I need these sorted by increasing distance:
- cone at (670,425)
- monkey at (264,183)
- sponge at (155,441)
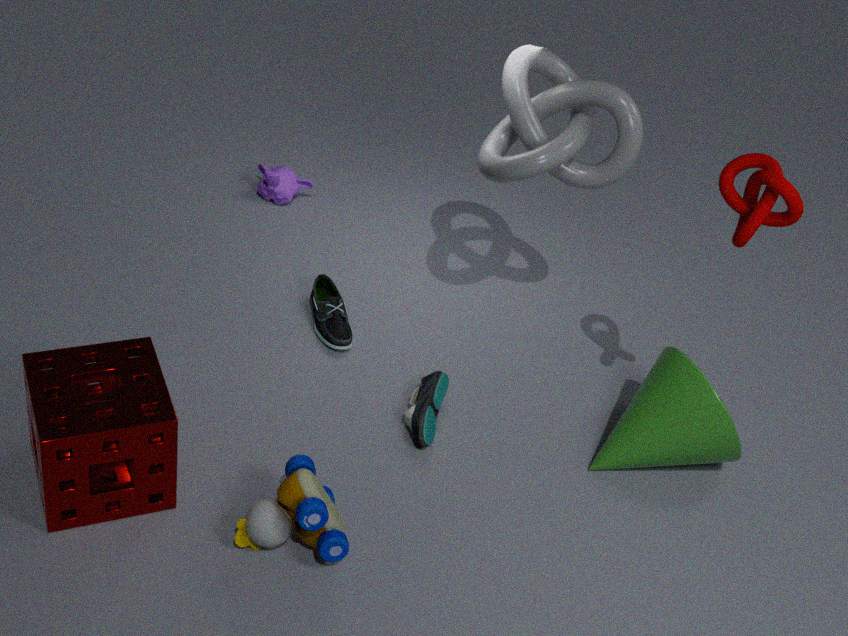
1. sponge at (155,441)
2. cone at (670,425)
3. monkey at (264,183)
